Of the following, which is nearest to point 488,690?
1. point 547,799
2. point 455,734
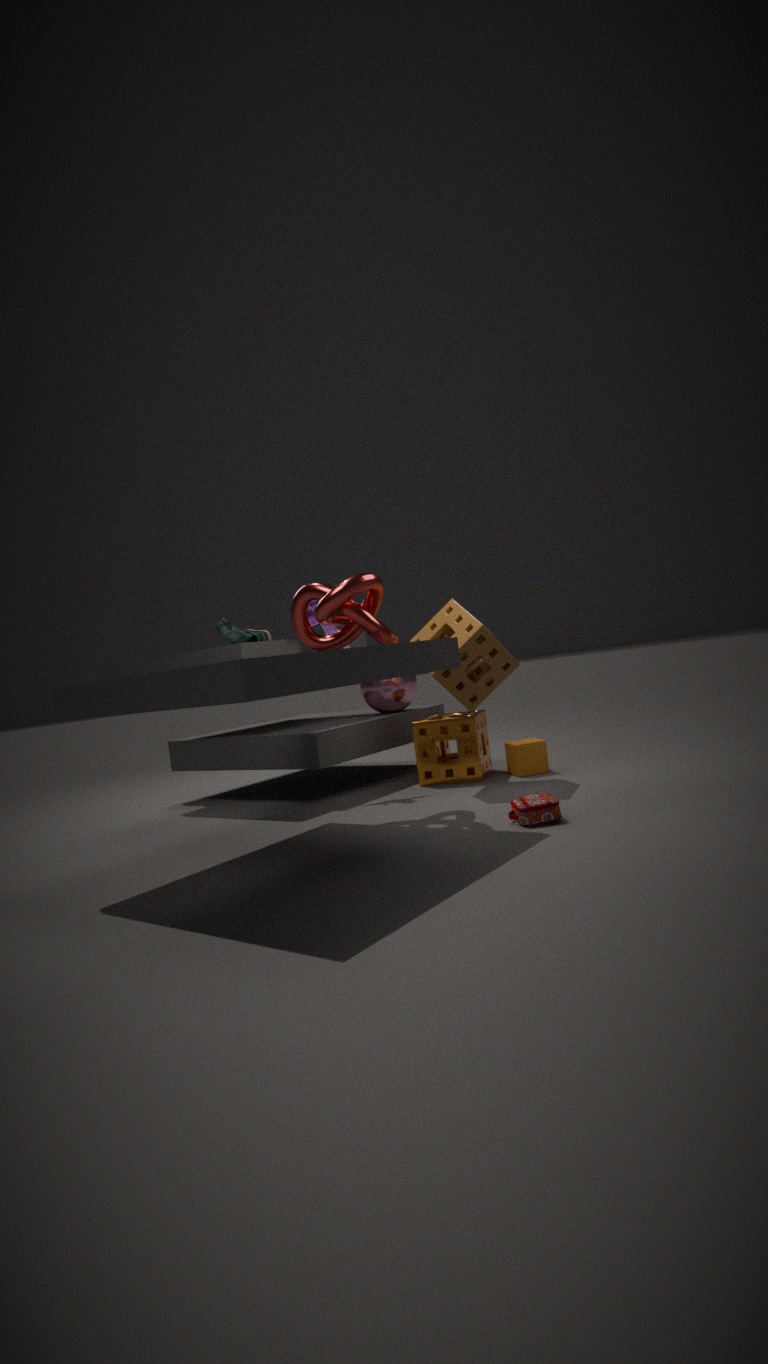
point 455,734
